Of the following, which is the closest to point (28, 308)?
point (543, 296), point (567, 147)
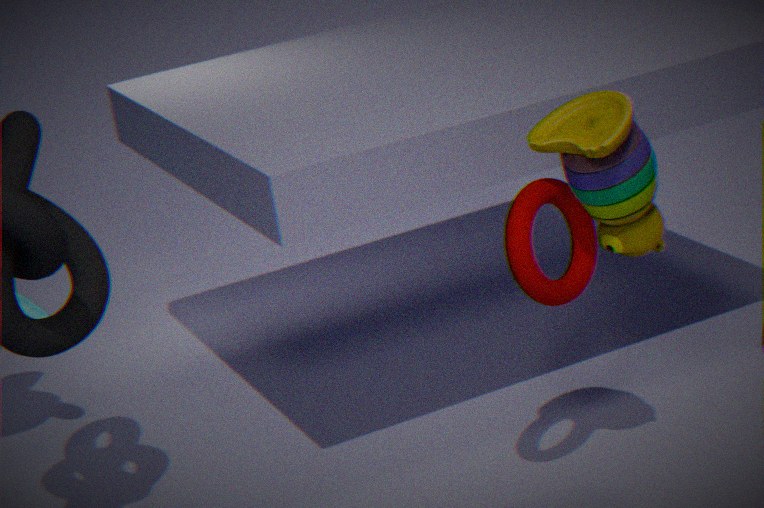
point (543, 296)
